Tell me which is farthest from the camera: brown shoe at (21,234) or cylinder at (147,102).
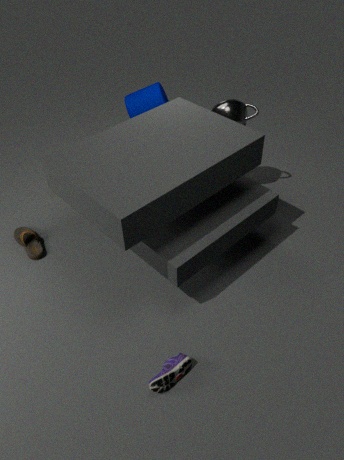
cylinder at (147,102)
